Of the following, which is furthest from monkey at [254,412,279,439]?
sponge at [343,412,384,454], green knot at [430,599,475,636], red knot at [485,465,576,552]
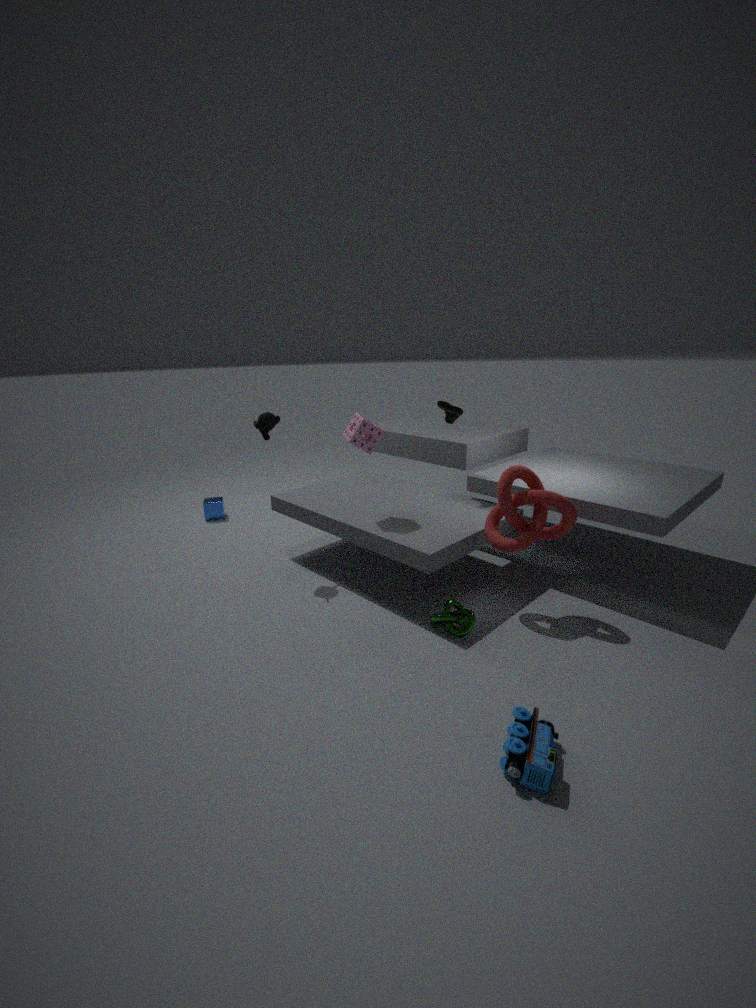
green knot at [430,599,475,636]
